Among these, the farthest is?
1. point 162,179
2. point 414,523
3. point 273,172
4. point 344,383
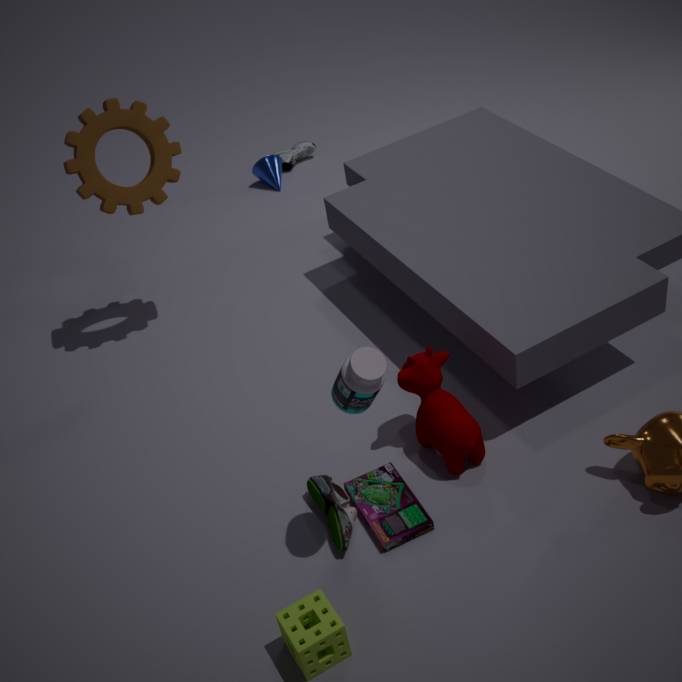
point 273,172
